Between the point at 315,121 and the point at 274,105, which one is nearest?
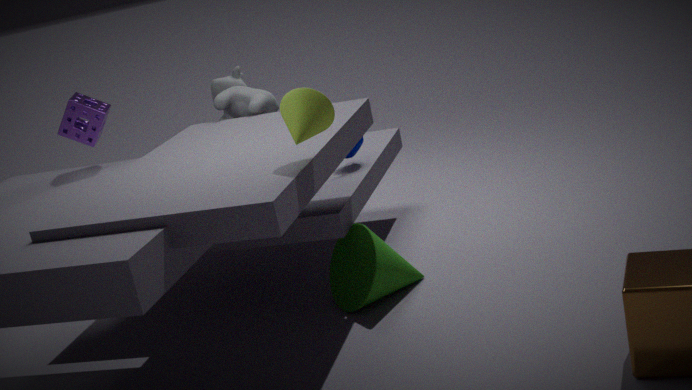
the point at 315,121
